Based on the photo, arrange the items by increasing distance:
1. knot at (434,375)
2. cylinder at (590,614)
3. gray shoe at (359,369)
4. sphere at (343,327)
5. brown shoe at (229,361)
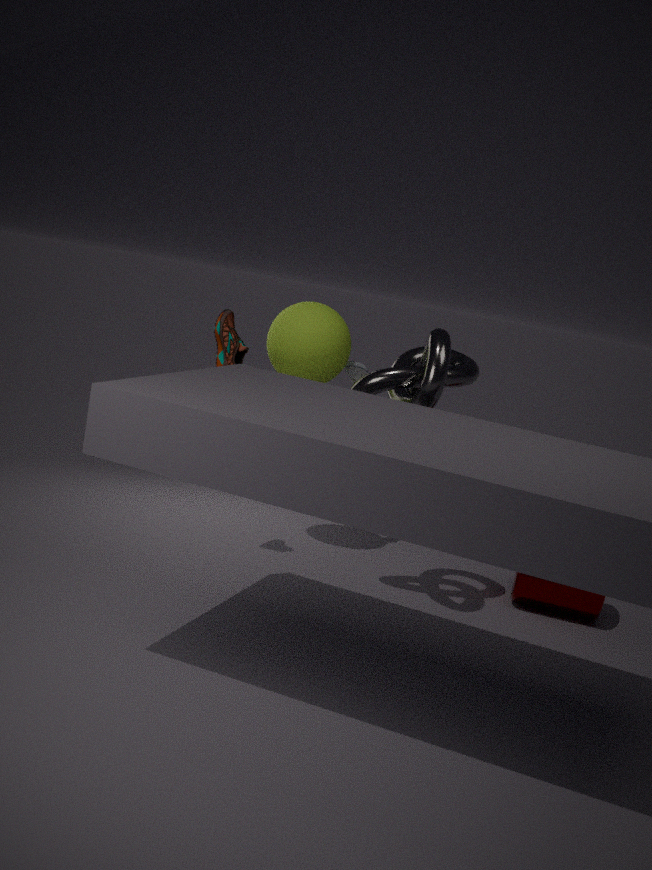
1. knot at (434,375)
2. brown shoe at (229,361)
3. cylinder at (590,614)
4. sphere at (343,327)
5. gray shoe at (359,369)
